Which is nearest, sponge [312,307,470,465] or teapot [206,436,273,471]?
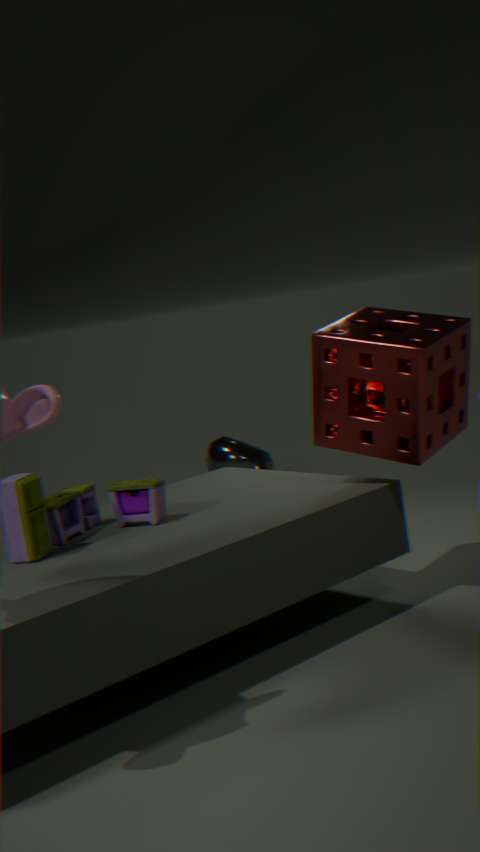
sponge [312,307,470,465]
